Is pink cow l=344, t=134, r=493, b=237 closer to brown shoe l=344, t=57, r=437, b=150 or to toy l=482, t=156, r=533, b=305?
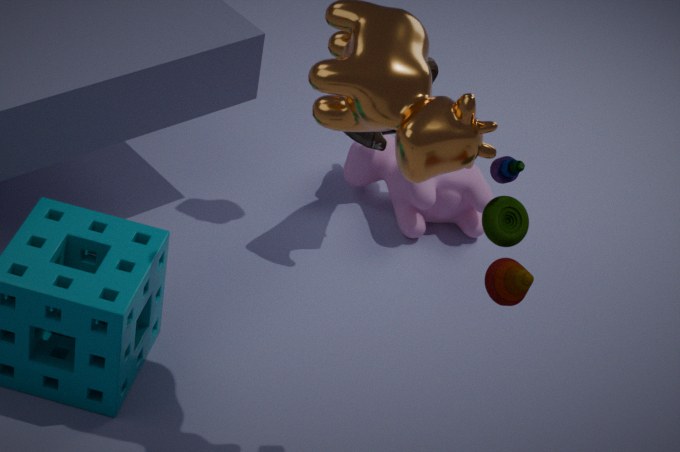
brown shoe l=344, t=57, r=437, b=150
